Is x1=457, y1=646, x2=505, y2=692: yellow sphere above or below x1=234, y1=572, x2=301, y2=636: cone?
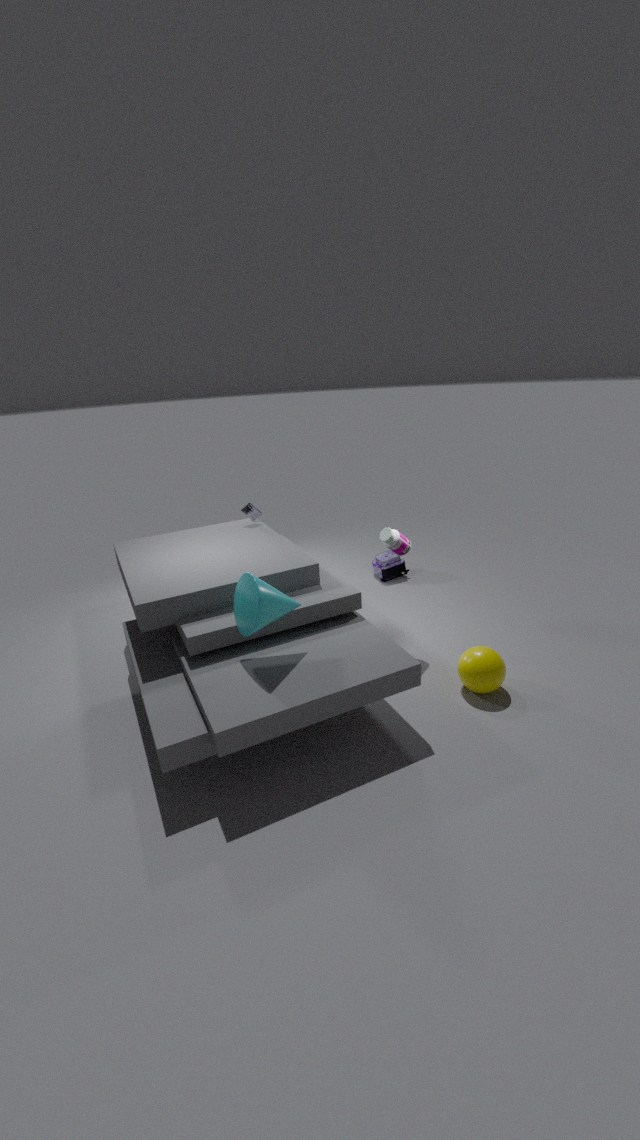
below
